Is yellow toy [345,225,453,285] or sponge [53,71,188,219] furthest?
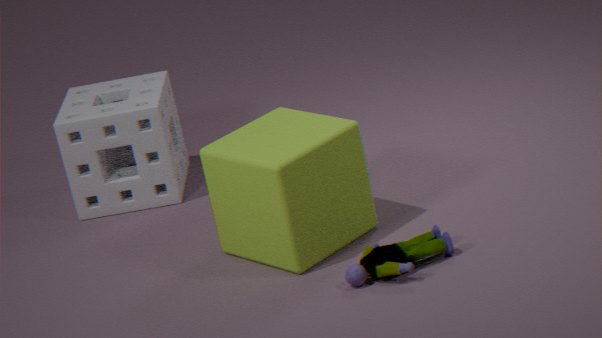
sponge [53,71,188,219]
